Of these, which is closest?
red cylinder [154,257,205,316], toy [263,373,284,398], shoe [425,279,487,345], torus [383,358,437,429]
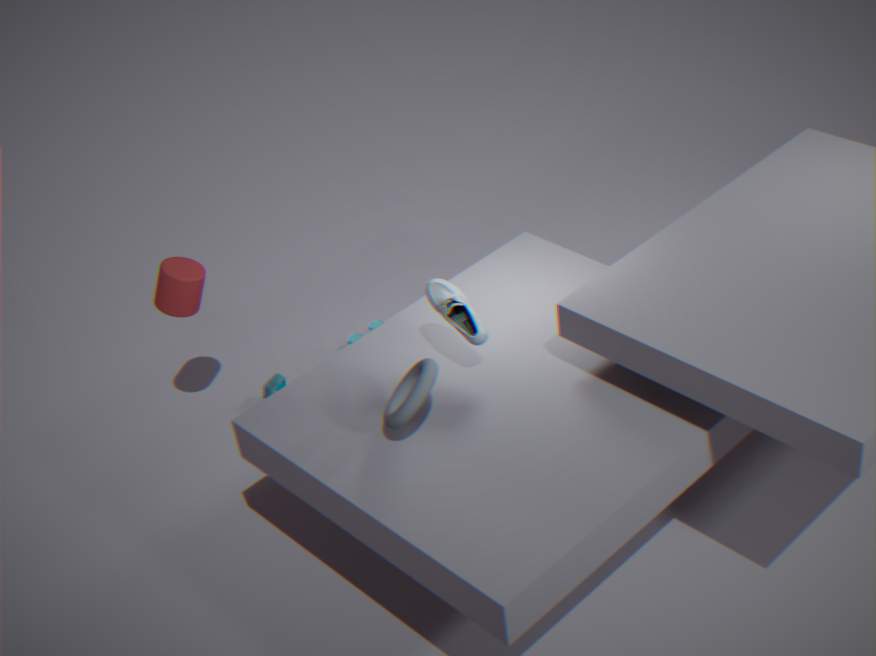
torus [383,358,437,429]
